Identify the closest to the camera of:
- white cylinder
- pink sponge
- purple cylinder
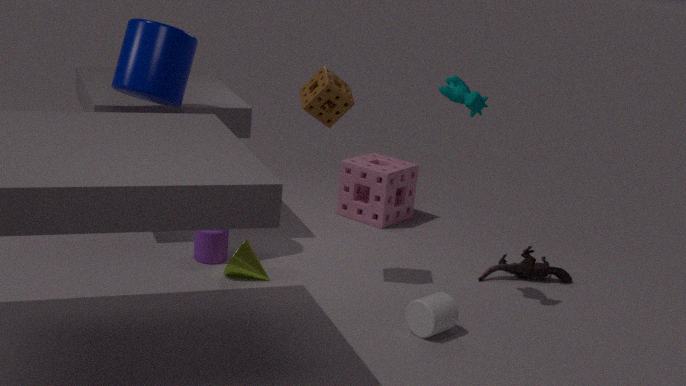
white cylinder
